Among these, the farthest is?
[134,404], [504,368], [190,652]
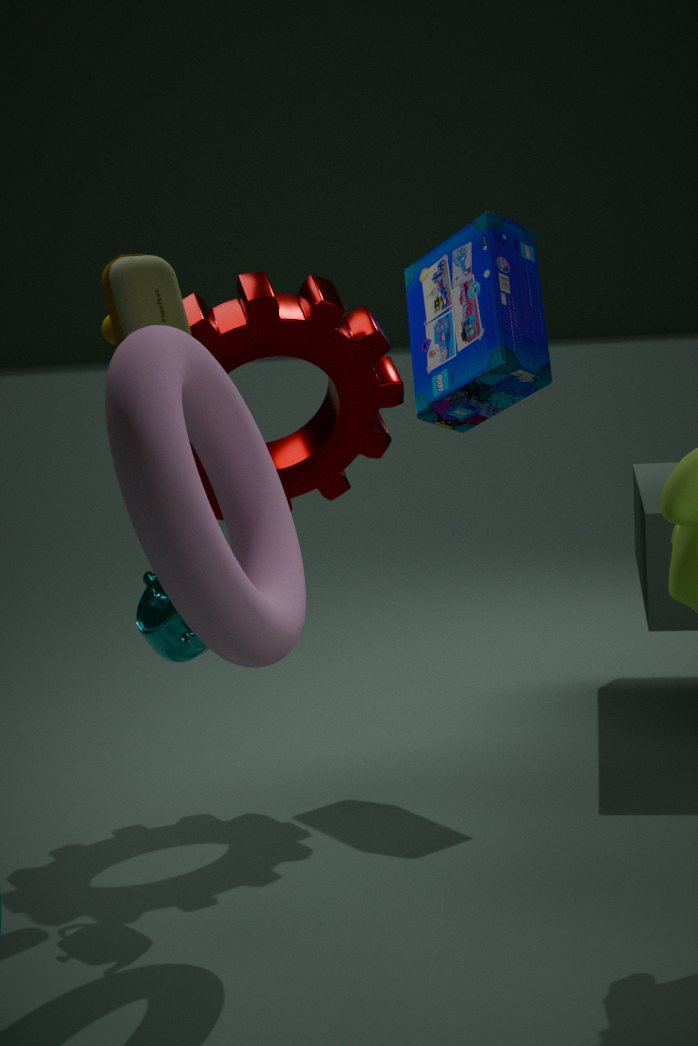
[504,368]
